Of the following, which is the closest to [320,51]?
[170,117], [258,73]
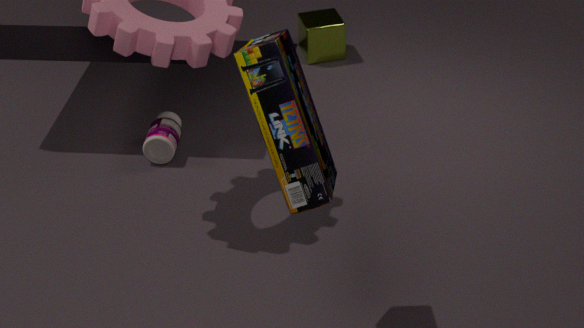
[170,117]
